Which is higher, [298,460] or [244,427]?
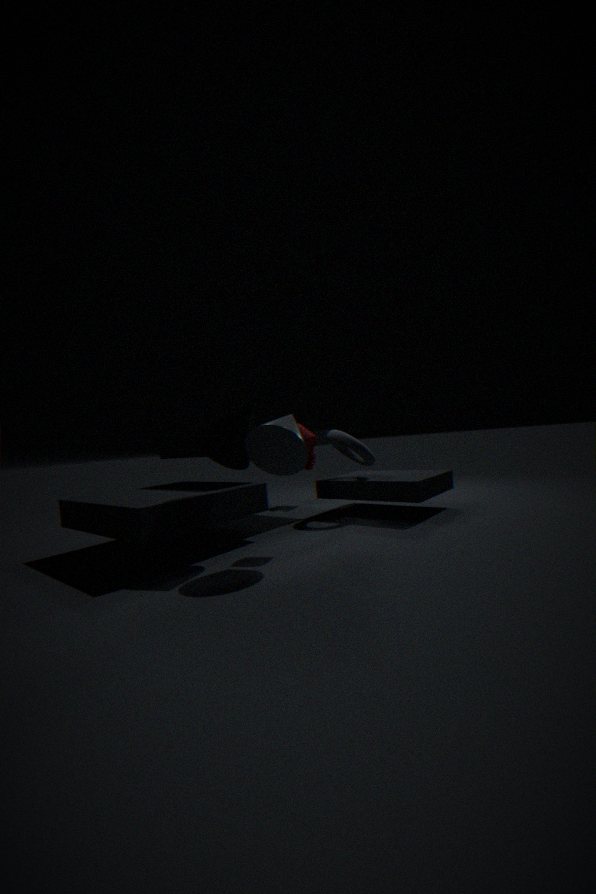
[244,427]
